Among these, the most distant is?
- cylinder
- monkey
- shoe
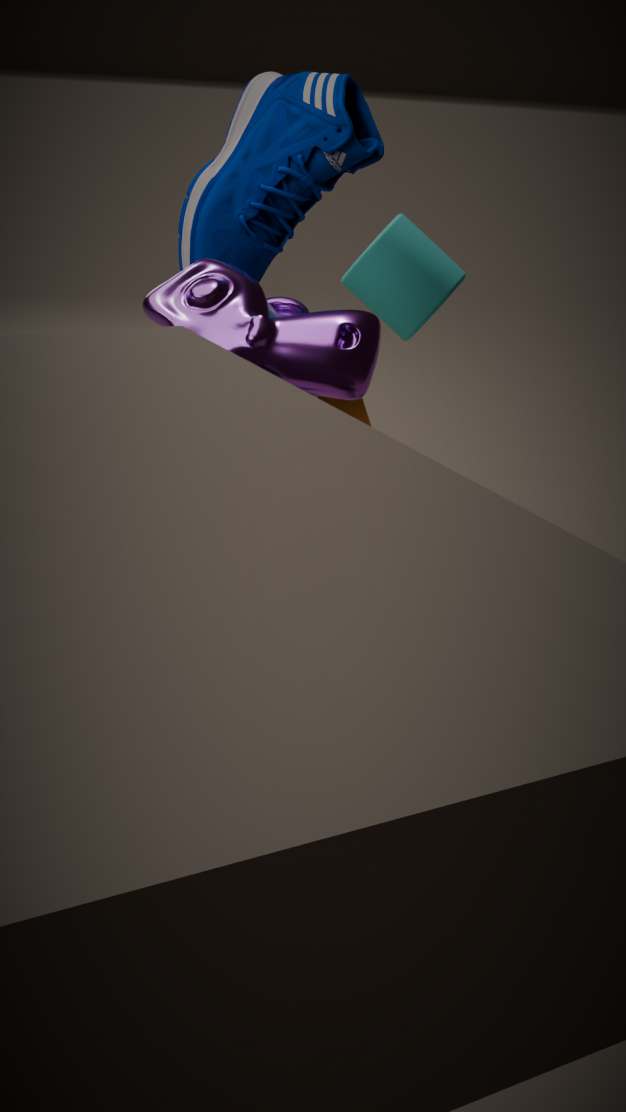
cylinder
